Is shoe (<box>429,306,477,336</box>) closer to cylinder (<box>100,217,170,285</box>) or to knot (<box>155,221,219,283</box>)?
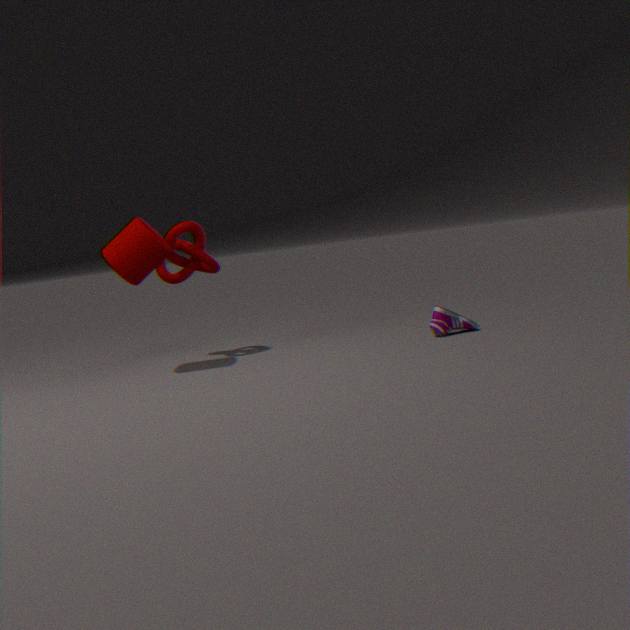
knot (<box>155,221,219,283</box>)
